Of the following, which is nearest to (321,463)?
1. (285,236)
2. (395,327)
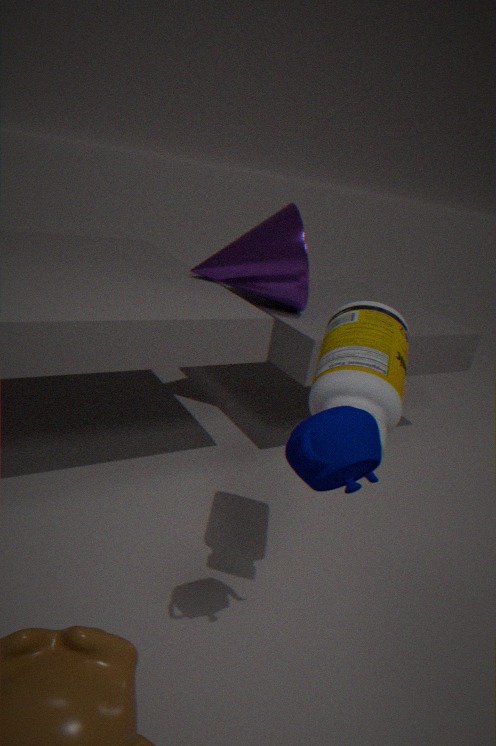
(395,327)
